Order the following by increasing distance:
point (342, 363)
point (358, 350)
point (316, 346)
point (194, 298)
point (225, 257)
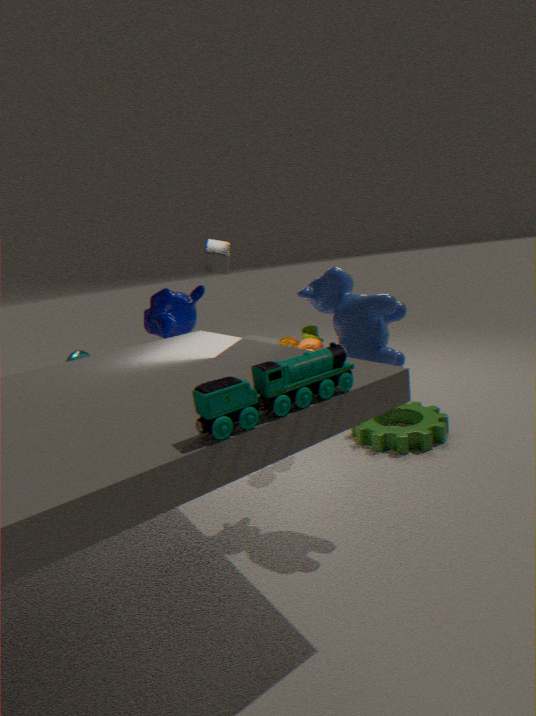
point (342, 363) < point (358, 350) < point (316, 346) < point (194, 298) < point (225, 257)
